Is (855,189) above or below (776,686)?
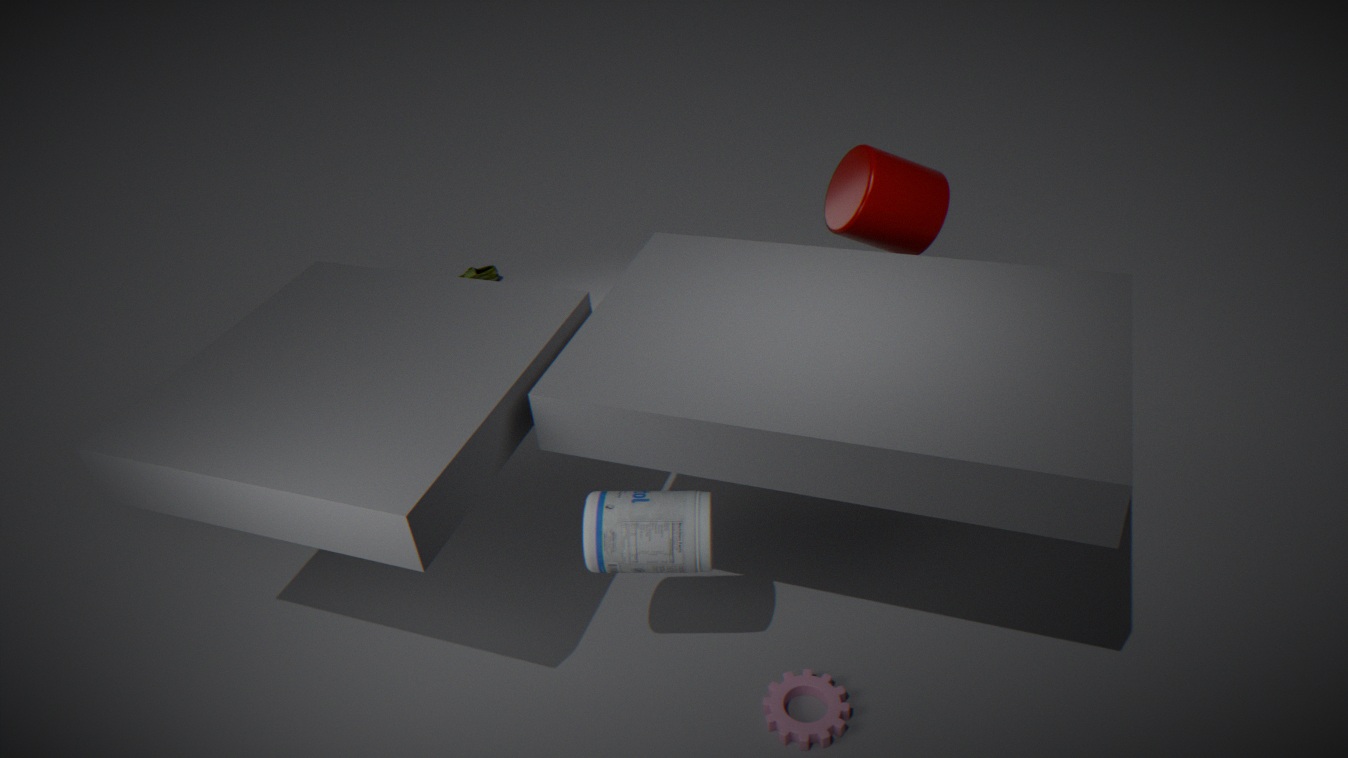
above
